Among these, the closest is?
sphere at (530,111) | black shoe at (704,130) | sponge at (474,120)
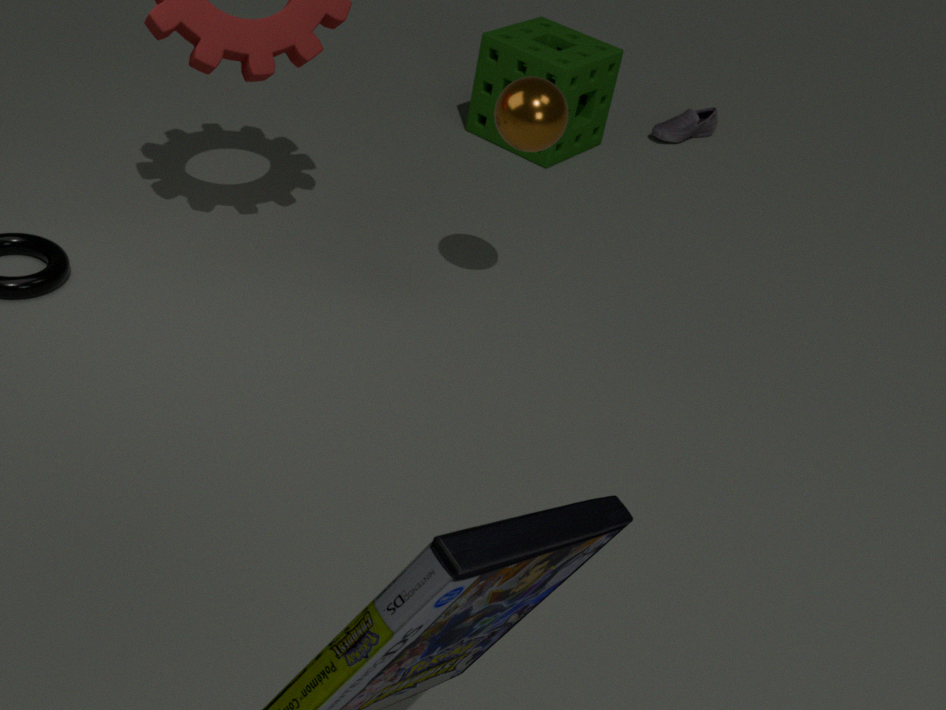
sphere at (530,111)
